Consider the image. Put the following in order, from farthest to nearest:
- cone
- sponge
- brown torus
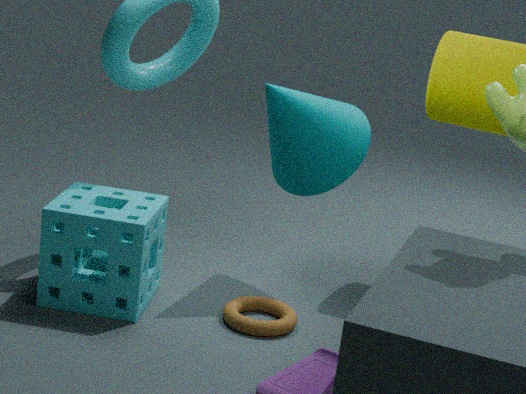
1. cone
2. brown torus
3. sponge
